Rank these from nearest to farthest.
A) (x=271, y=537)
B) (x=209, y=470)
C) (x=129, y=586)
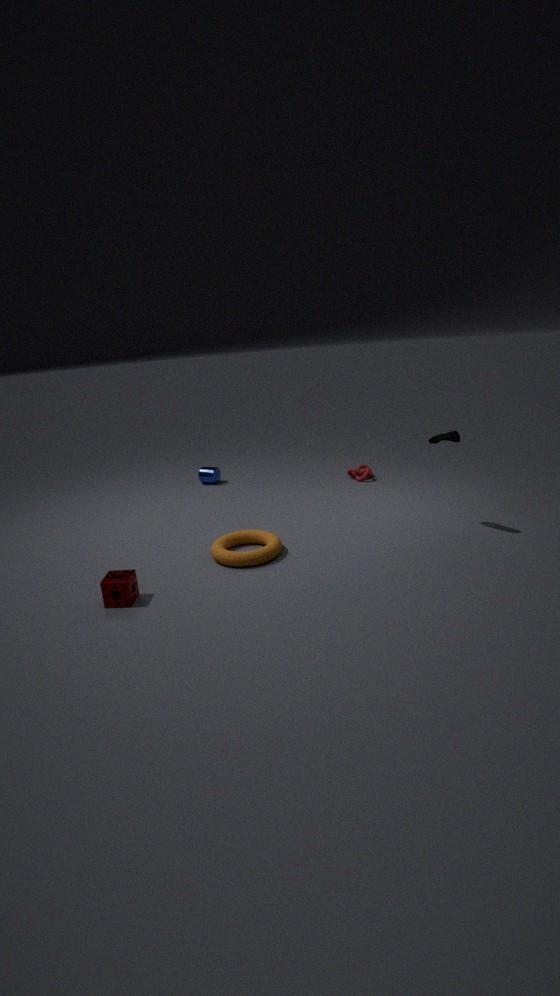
C. (x=129, y=586), A. (x=271, y=537), B. (x=209, y=470)
